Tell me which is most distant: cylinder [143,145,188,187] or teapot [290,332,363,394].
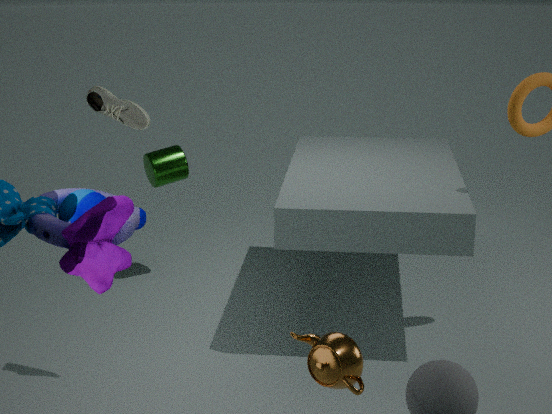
cylinder [143,145,188,187]
